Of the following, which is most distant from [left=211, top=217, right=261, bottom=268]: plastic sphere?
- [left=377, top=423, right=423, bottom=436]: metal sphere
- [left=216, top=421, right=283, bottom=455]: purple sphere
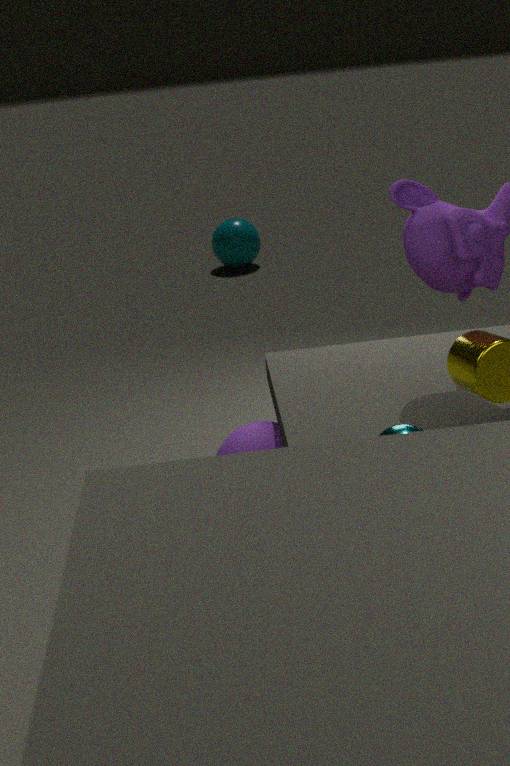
[left=377, top=423, right=423, bottom=436]: metal sphere
